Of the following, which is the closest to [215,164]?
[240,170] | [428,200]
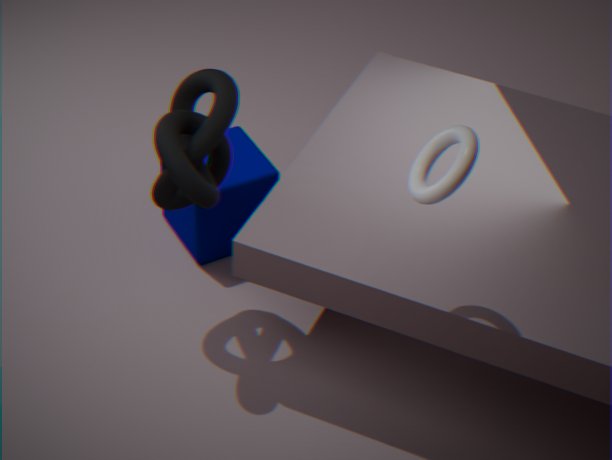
[240,170]
